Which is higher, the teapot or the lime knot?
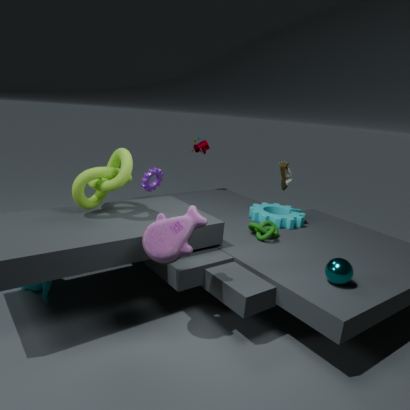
the lime knot
